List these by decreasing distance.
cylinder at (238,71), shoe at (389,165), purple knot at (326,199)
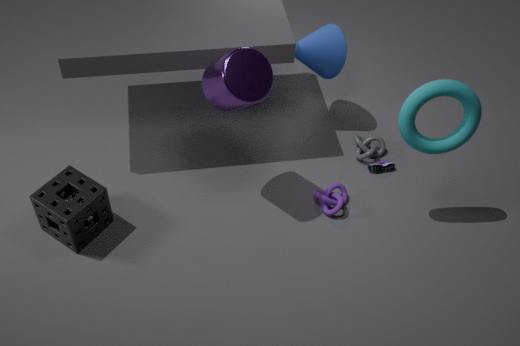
shoe at (389,165) < purple knot at (326,199) < cylinder at (238,71)
